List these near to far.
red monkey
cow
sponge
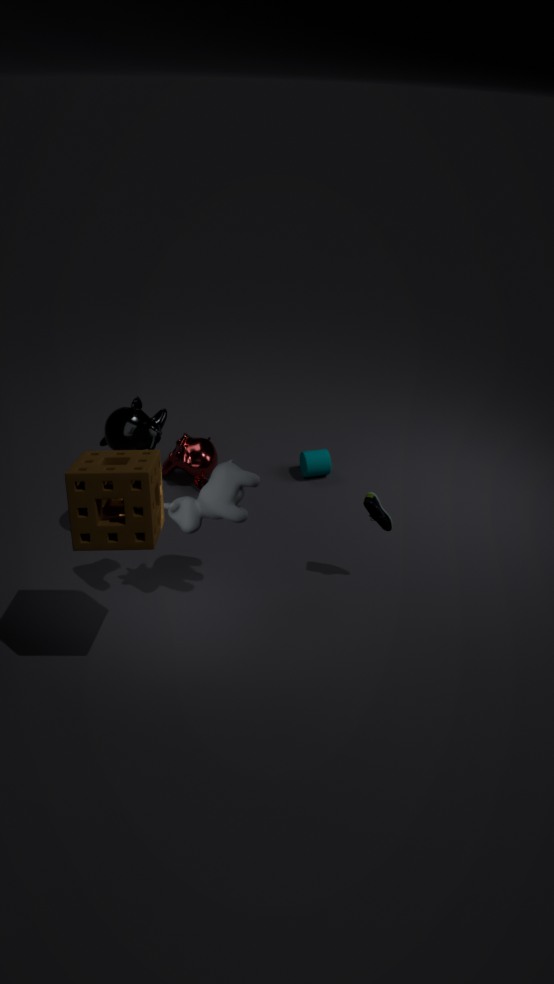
sponge
cow
red monkey
